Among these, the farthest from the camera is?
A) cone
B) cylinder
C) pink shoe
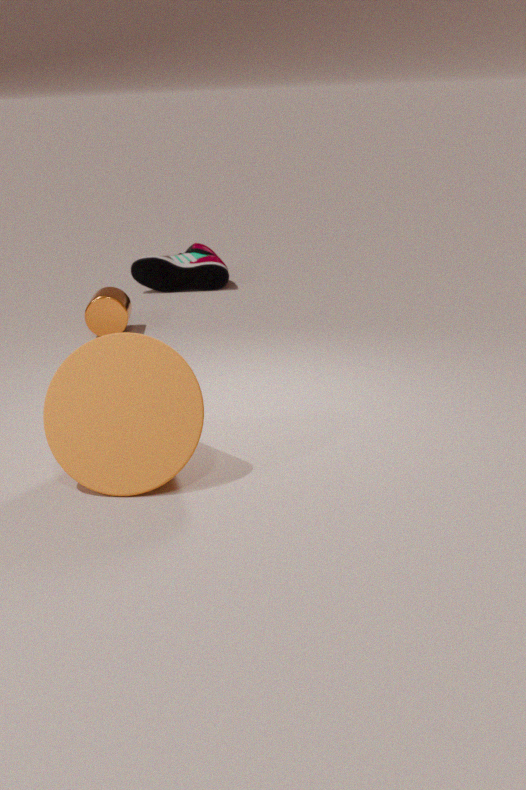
pink shoe
